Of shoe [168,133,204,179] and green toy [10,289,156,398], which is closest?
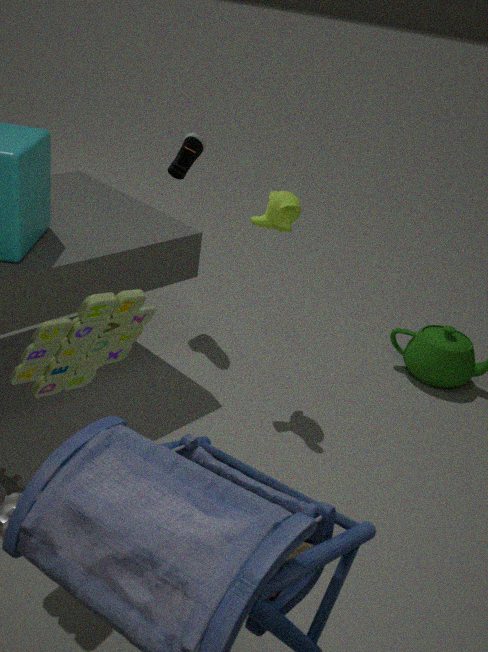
green toy [10,289,156,398]
